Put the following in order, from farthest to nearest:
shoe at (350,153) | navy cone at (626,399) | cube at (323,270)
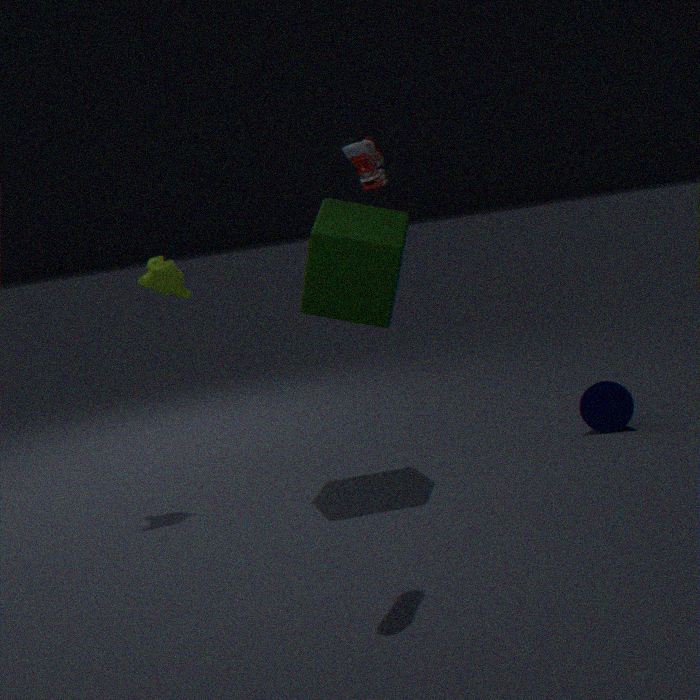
navy cone at (626,399) → cube at (323,270) → shoe at (350,153)
